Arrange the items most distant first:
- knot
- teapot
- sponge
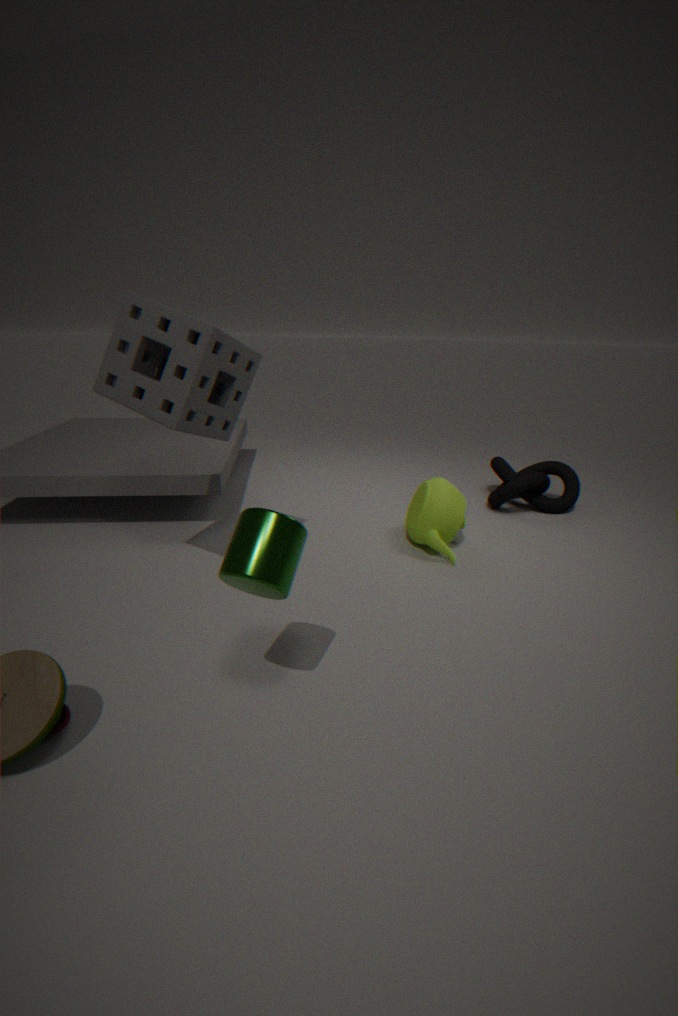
knot < teapot < sponge
